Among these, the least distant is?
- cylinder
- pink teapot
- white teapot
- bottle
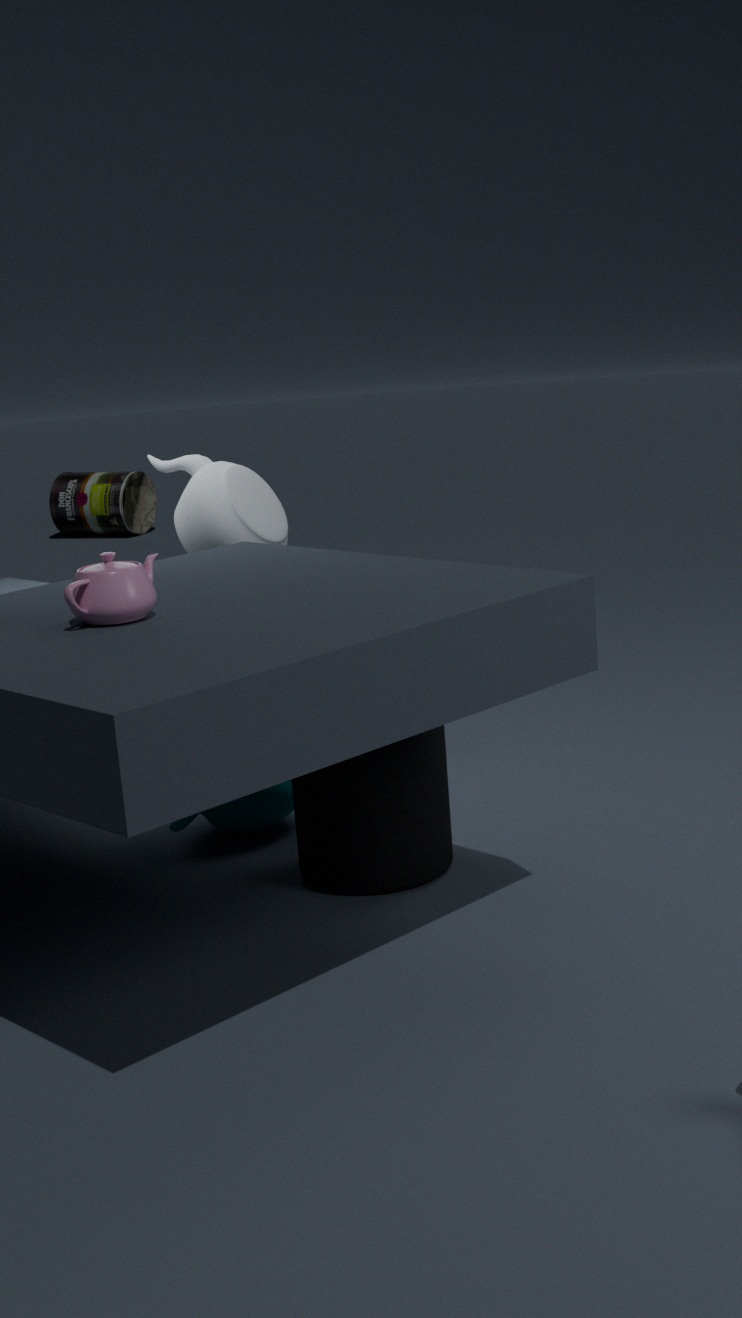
pink teapot
